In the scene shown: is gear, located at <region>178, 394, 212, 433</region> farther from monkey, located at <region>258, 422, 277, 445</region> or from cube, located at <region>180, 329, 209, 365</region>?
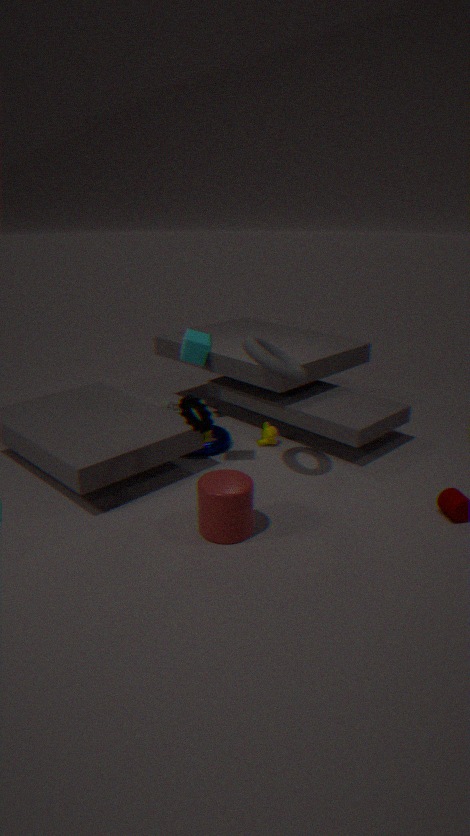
monkey, located at <region>258, 422, 277, 445</region>
